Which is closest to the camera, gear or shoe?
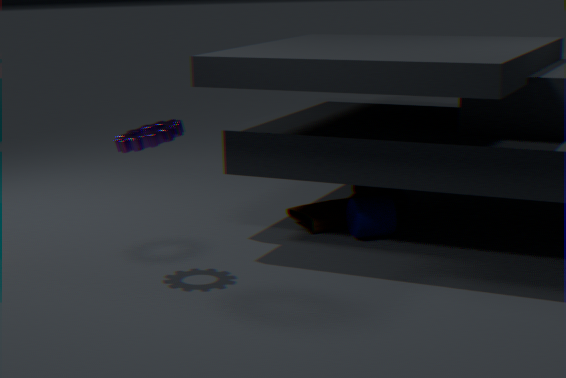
gear
